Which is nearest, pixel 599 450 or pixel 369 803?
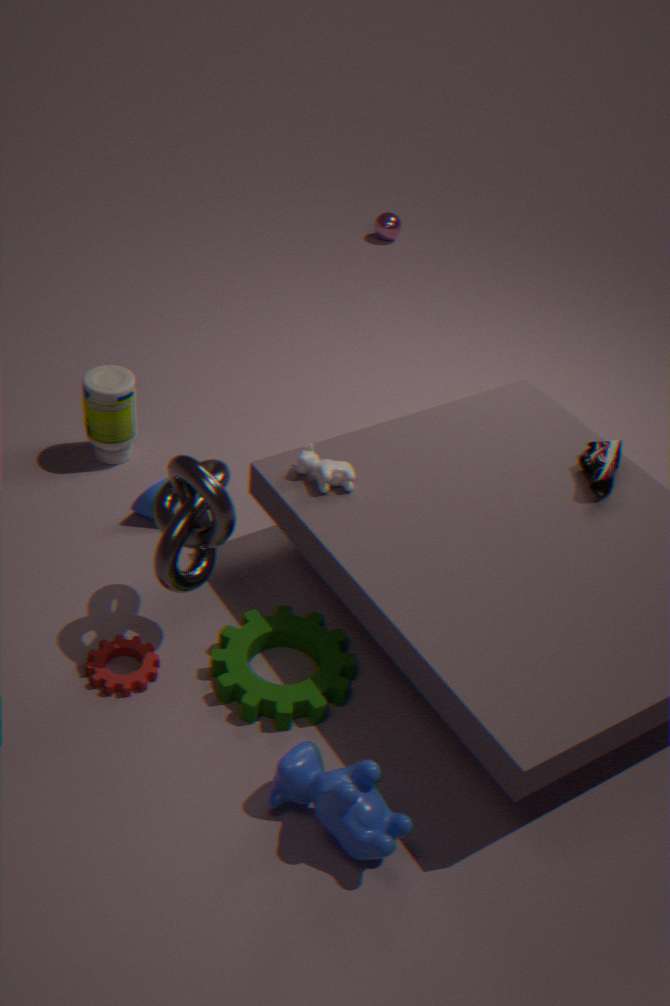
pixel 369 803
